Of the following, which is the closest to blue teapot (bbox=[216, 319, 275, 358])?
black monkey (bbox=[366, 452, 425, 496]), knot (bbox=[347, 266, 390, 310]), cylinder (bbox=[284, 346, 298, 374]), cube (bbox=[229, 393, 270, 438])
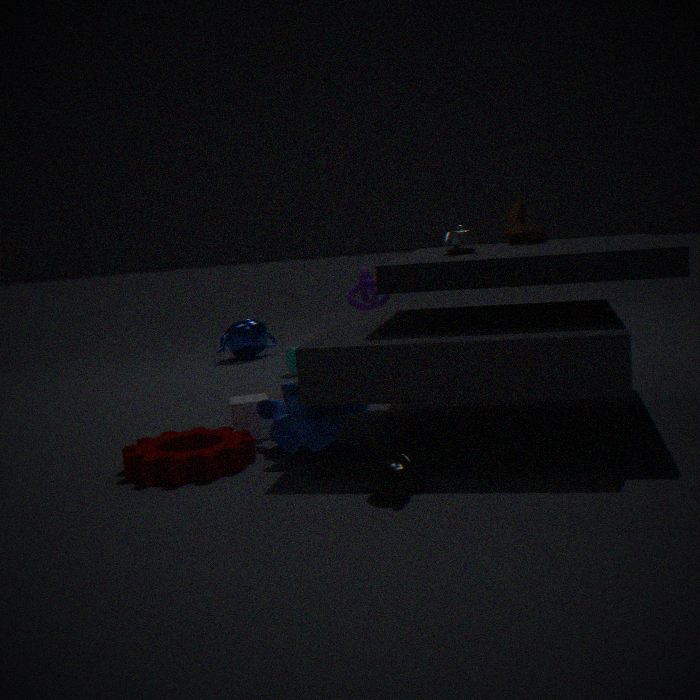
cylinder (bbox=[284, 346, 298, 374])
